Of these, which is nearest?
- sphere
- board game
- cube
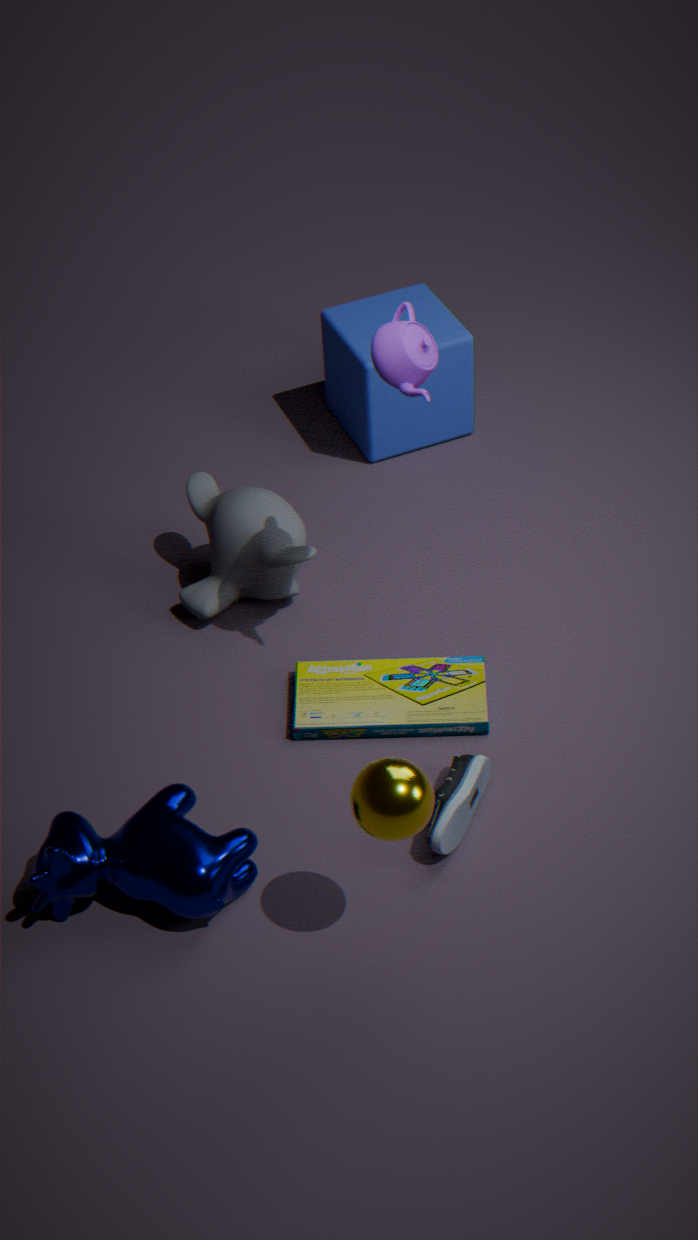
sphere
